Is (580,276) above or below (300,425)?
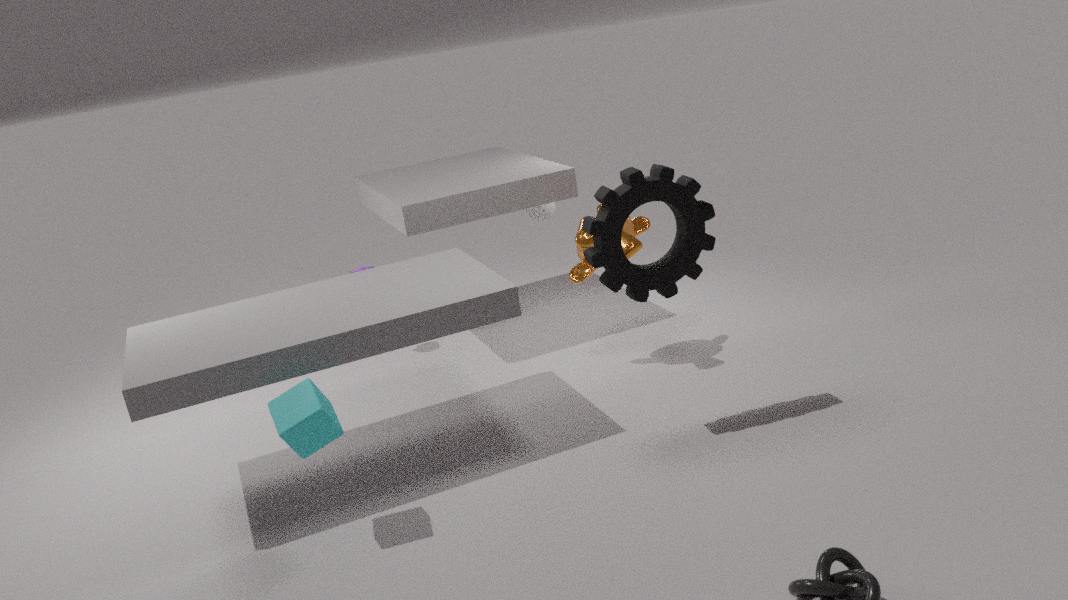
above
